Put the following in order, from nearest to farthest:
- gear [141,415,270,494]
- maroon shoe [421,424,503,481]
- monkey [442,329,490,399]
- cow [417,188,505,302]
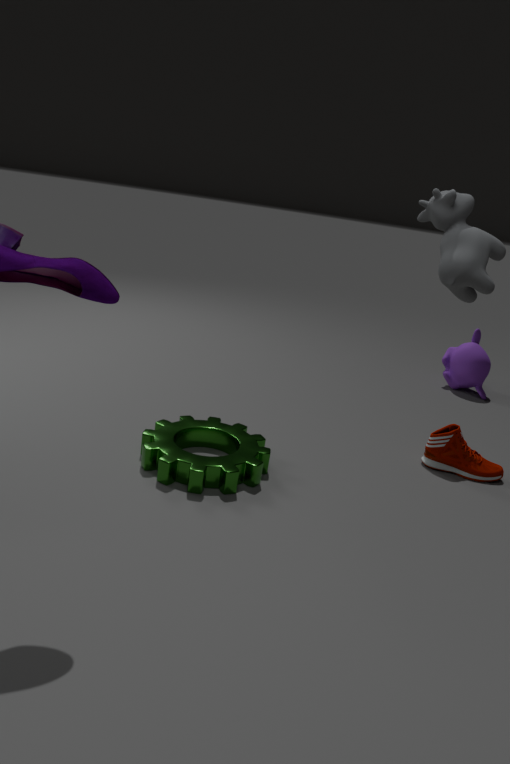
1. cow [417,188,505,302]
2. gear [141,415,270,494]
3. maroon shoe [421,424,503,481]
4. monkey [442,329,490,399]
